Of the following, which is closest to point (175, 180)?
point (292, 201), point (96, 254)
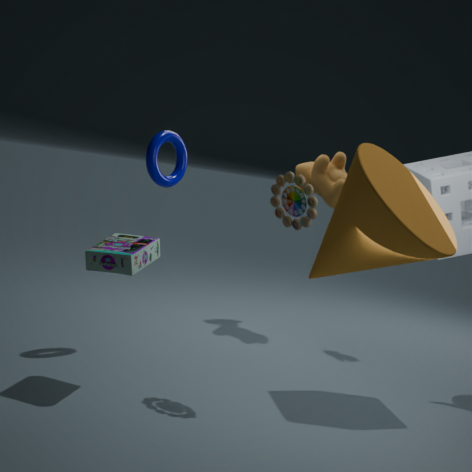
point (96, 254)
